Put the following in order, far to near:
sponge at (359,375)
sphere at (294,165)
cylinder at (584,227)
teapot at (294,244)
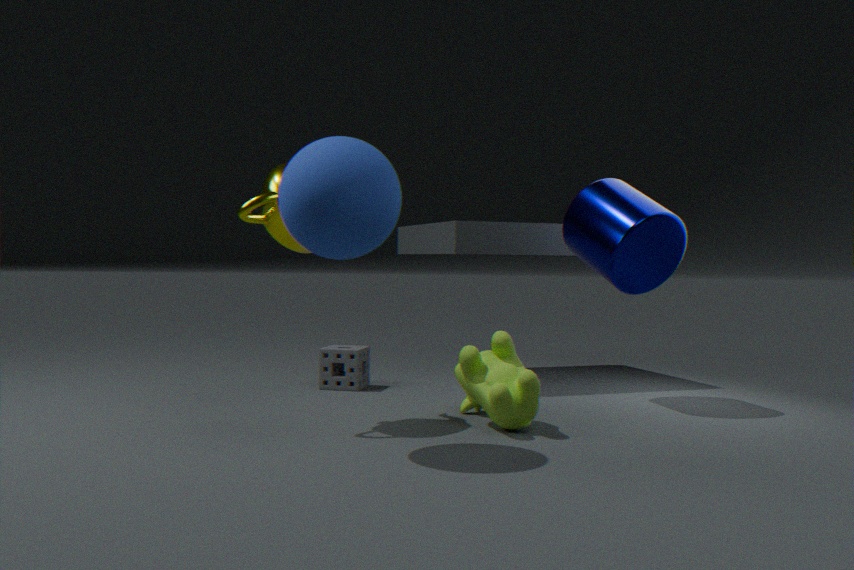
1. sponge at (359,375)
2. cylinder at (584,227)
3. teapot at (294,244)
4. sphere at (294,165)
